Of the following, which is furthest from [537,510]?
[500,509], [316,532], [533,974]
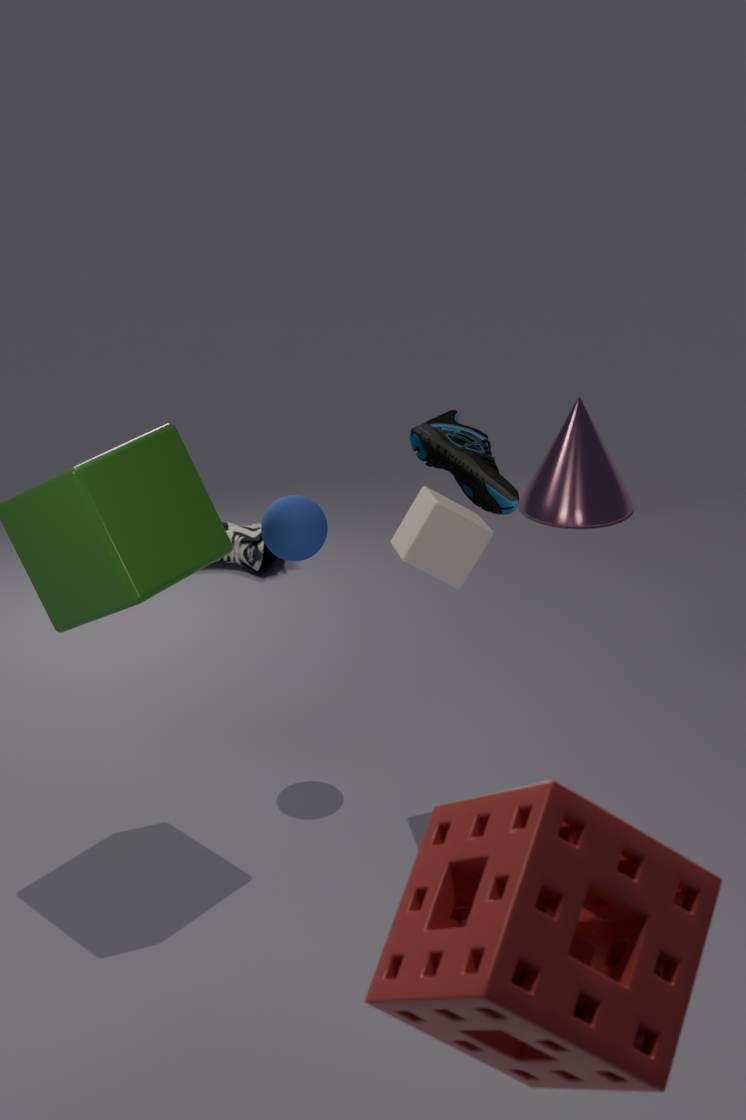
[533,974]
